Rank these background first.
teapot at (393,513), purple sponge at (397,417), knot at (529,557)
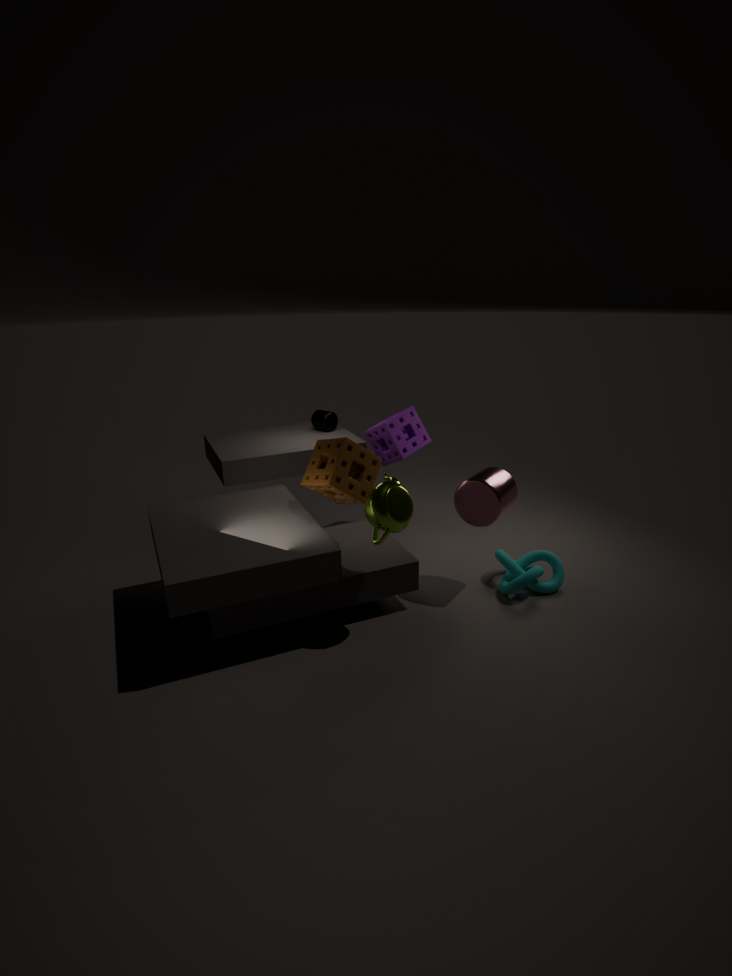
purple sponge at (397,417), knot at (529,557), teapot at (393,513)
